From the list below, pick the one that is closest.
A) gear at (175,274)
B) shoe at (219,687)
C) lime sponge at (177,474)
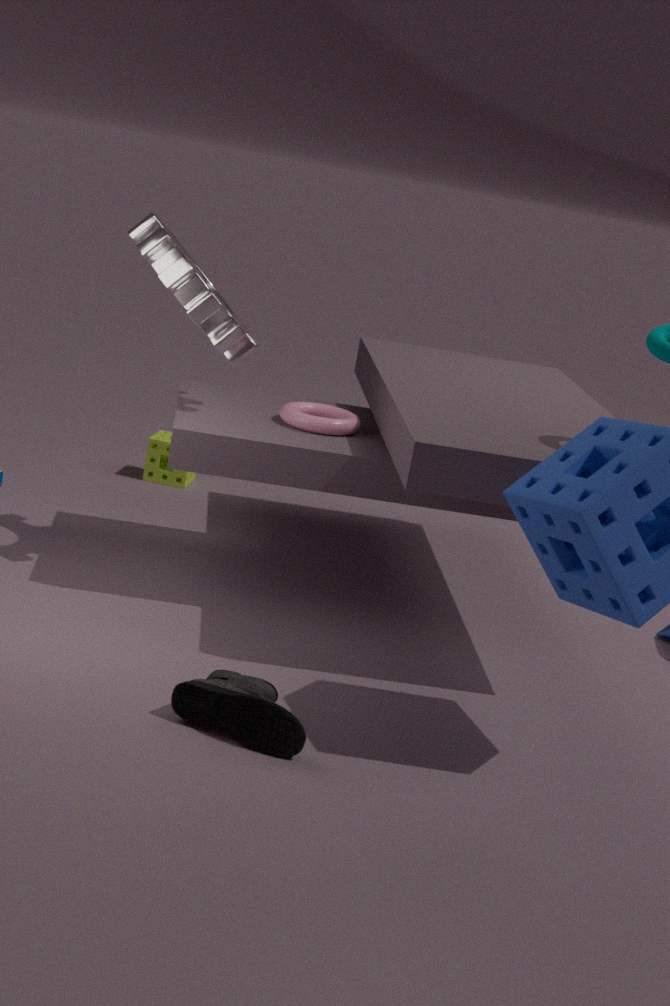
shoe at (219,687)
